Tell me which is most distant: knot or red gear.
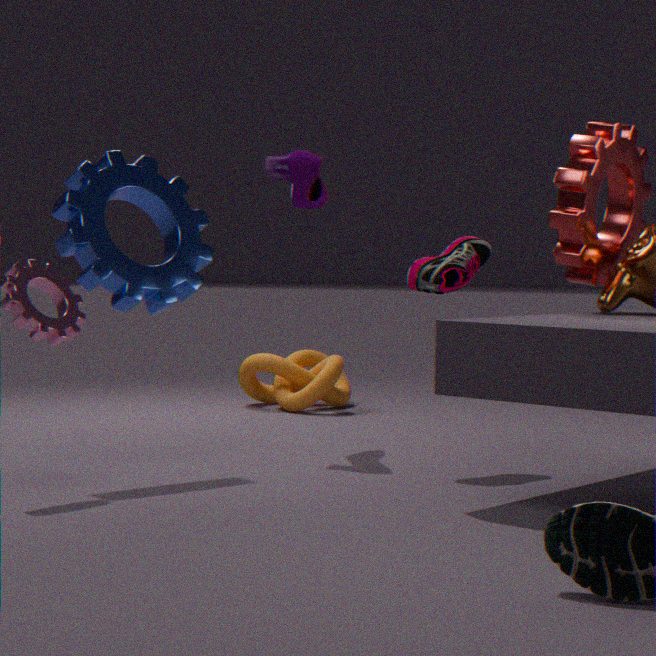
knot
